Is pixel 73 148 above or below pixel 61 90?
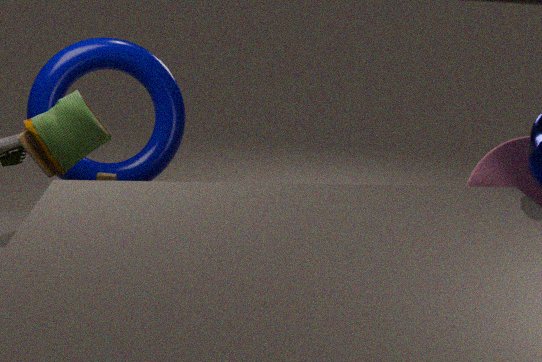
below
